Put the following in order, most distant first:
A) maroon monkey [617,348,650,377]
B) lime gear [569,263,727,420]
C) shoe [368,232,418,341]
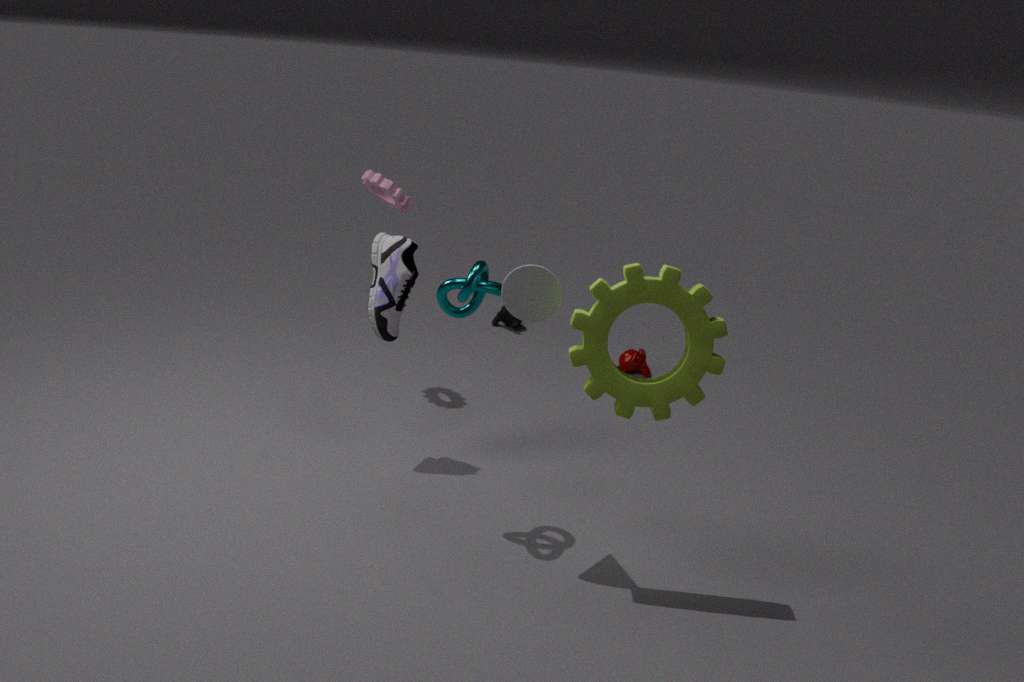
maroon monkey [617,348,650,377], shoe [368,232,418,341], lime gear [569,263,727,420]
